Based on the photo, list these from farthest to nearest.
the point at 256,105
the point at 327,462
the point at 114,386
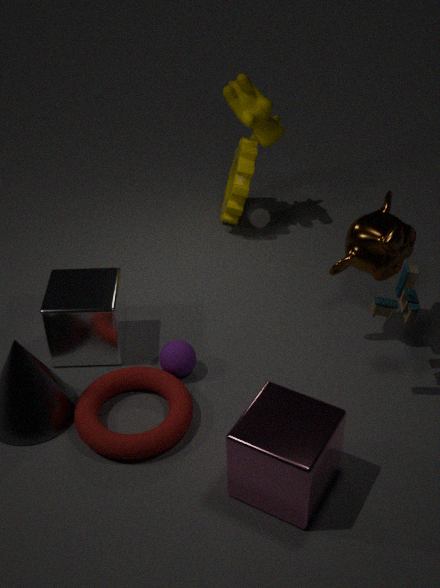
the point at 256,105, the point at 114,386, the point at 327,462
